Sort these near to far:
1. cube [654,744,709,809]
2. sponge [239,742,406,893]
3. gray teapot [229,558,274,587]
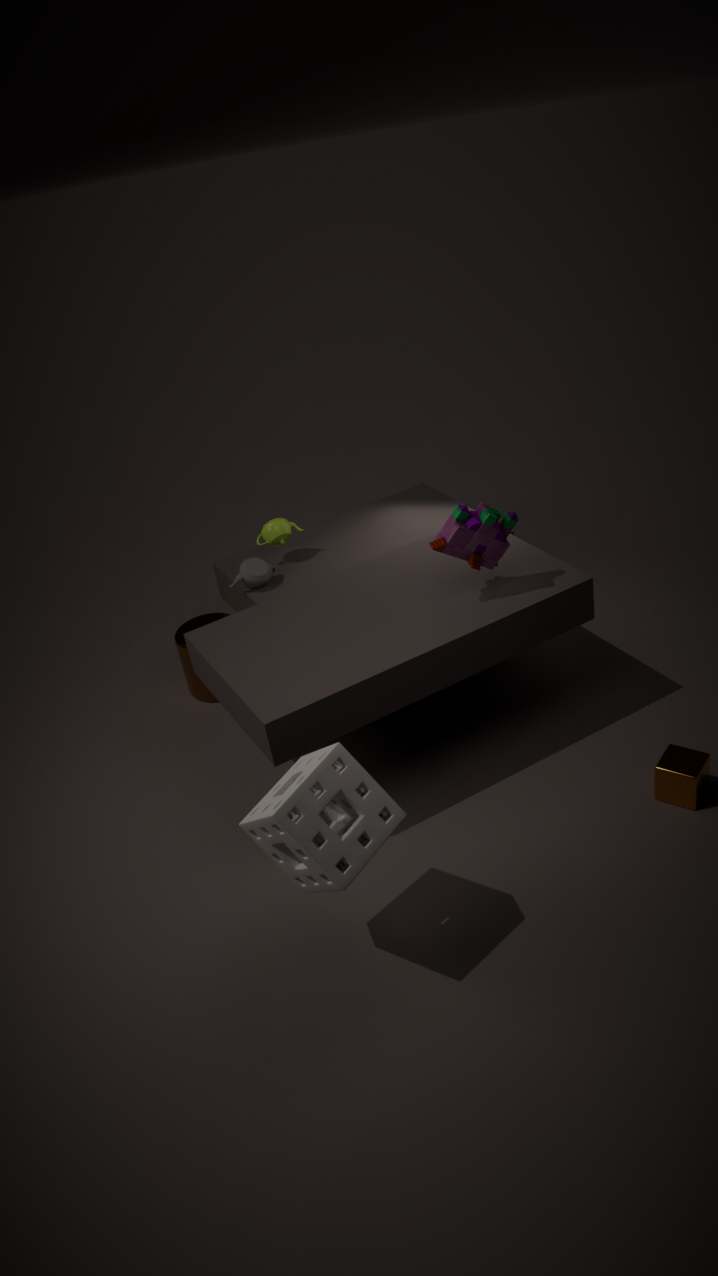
sponge [239,742,406,893] → cube [654,744,709,809] → gray teapot [229,558,274,587]
